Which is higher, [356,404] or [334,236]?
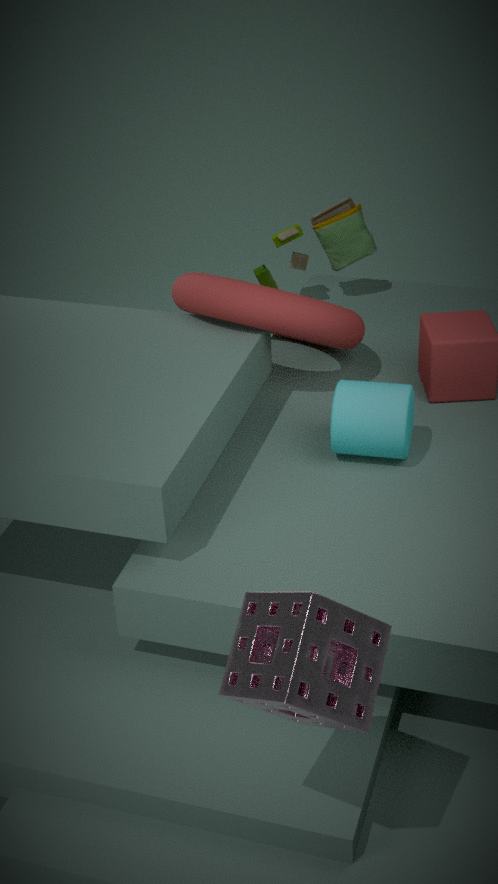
[334,236]
